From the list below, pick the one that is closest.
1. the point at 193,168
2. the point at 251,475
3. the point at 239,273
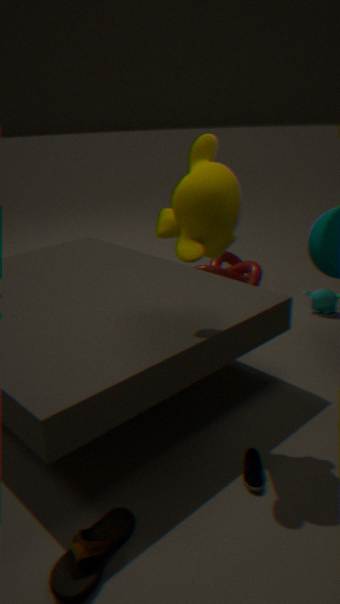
the point at 193,168
